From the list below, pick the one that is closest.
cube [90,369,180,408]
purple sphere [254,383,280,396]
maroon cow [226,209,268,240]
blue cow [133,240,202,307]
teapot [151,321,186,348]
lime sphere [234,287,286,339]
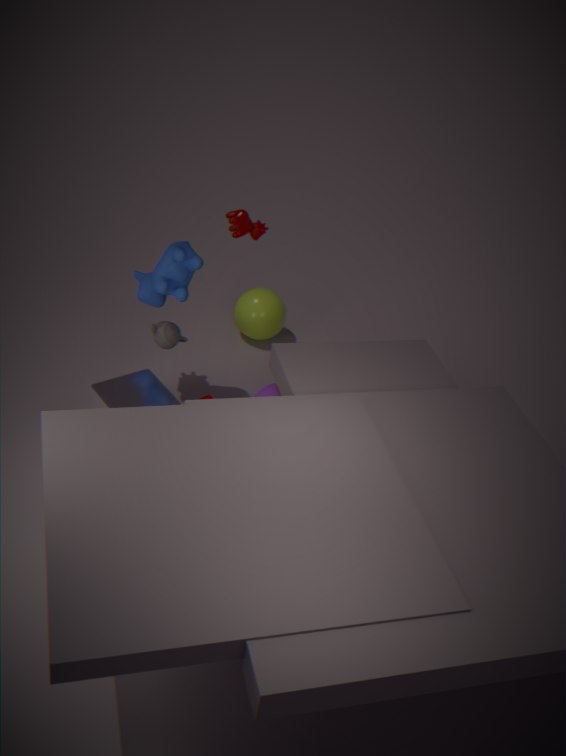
cube [90,369,180,408]
